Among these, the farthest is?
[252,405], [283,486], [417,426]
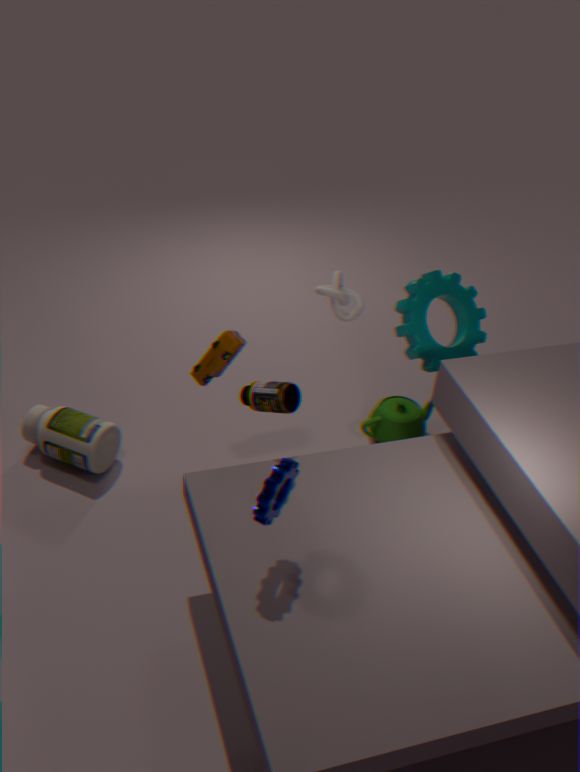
[417,426]
